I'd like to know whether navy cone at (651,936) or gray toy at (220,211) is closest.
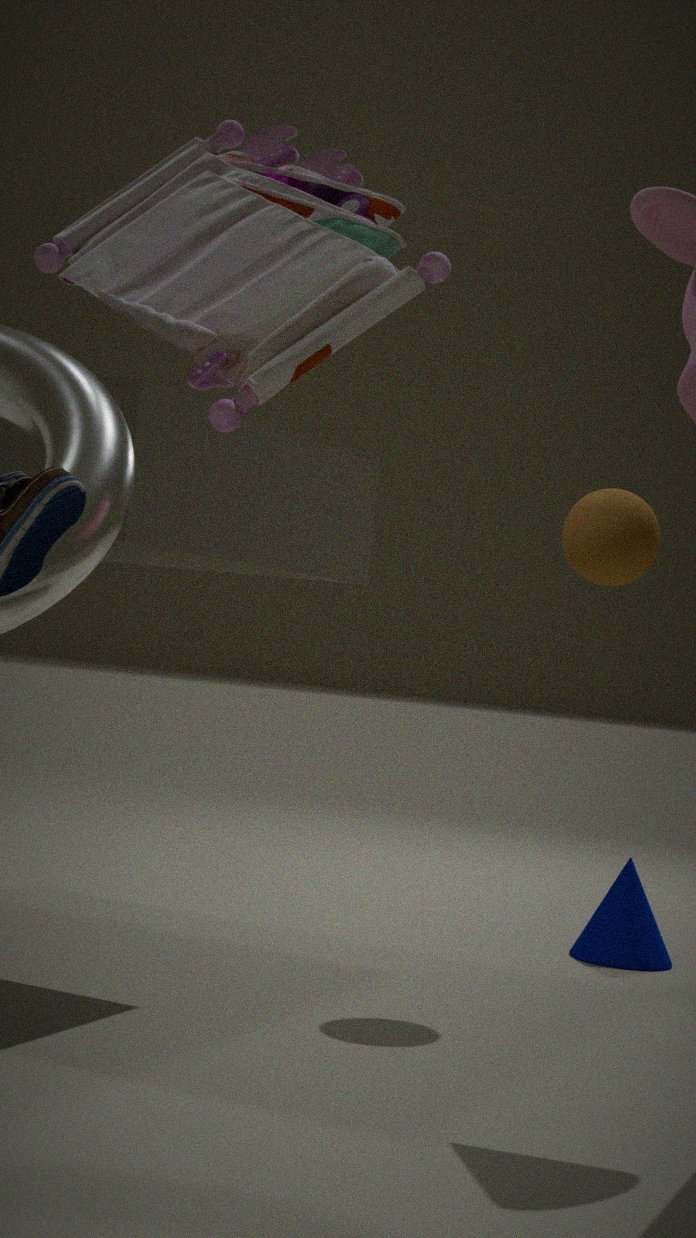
gray toy at (220,211)
